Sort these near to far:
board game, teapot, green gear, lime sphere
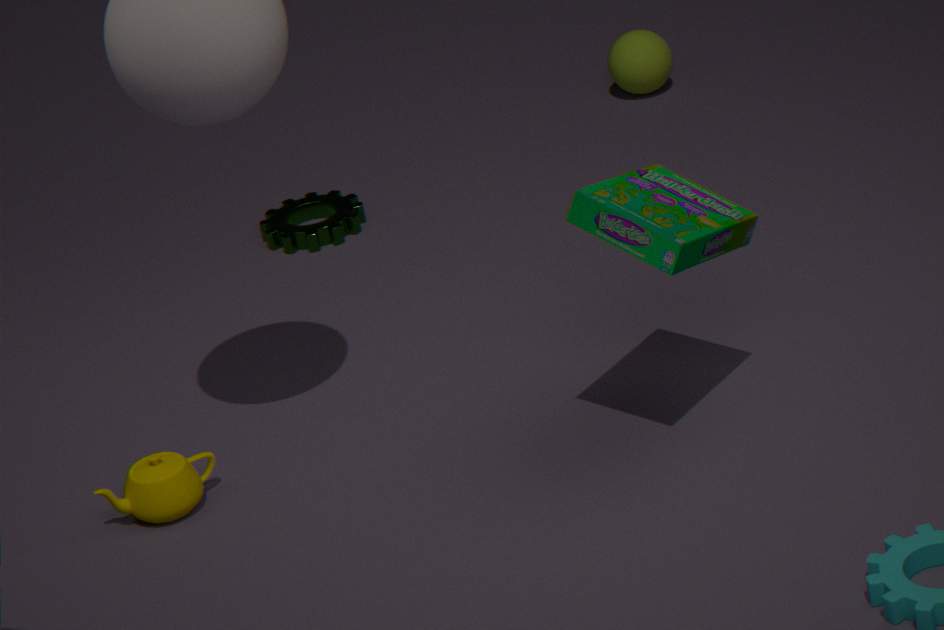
1. board game
2. teapot
3. green gear
4. lime sphere
